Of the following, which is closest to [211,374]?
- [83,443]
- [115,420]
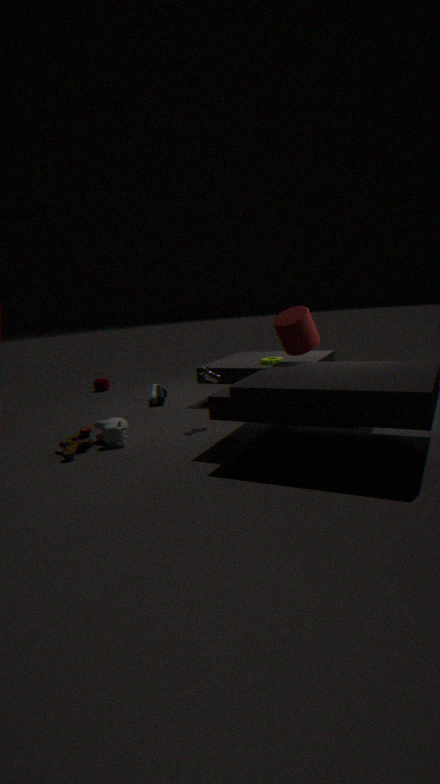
[115,420]
